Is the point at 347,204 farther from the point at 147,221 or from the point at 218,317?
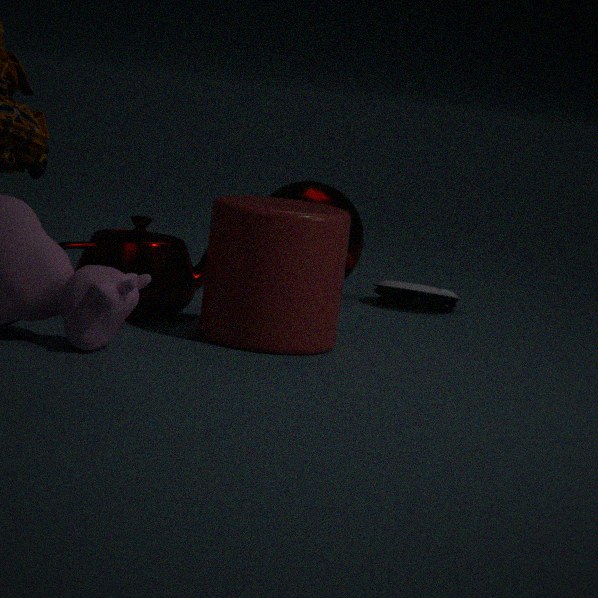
the point at 218,317
